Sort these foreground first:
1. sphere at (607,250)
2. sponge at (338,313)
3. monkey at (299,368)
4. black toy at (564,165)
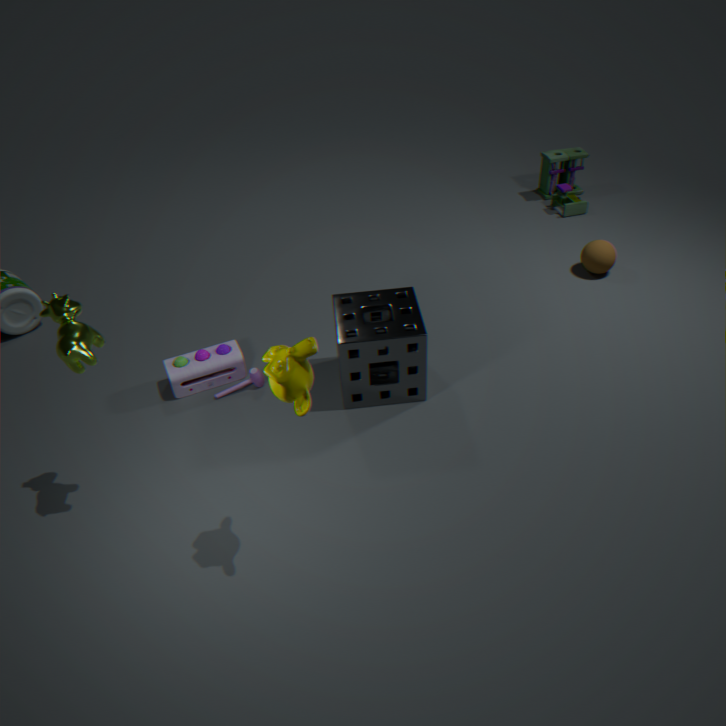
monkey at (299,368)
sponge at (338,313)
sphere at (607,250)
black toy at (564,165)
